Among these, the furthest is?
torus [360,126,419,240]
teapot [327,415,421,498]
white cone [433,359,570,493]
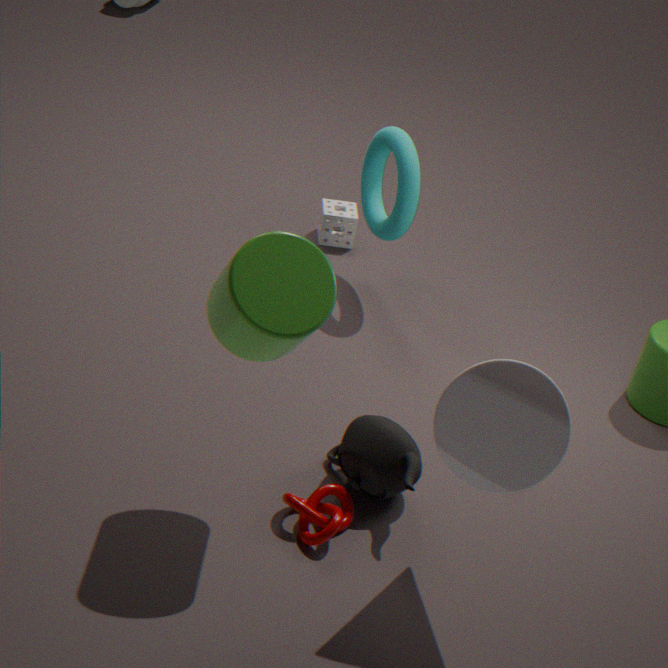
torus [360,126,419,240]
